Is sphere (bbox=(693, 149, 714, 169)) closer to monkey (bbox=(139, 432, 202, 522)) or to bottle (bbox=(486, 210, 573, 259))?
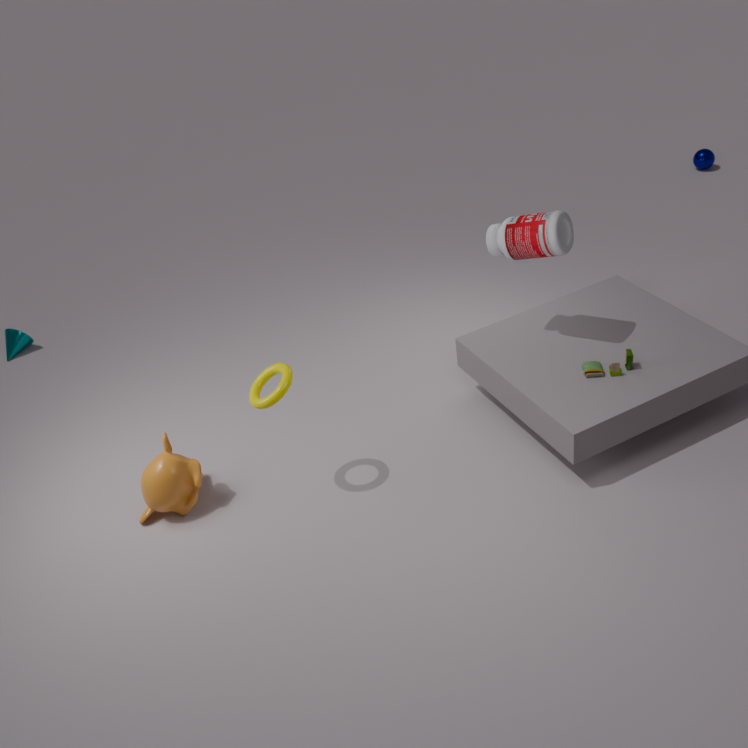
bottle (bbox=(486, 210, 573, 259))
